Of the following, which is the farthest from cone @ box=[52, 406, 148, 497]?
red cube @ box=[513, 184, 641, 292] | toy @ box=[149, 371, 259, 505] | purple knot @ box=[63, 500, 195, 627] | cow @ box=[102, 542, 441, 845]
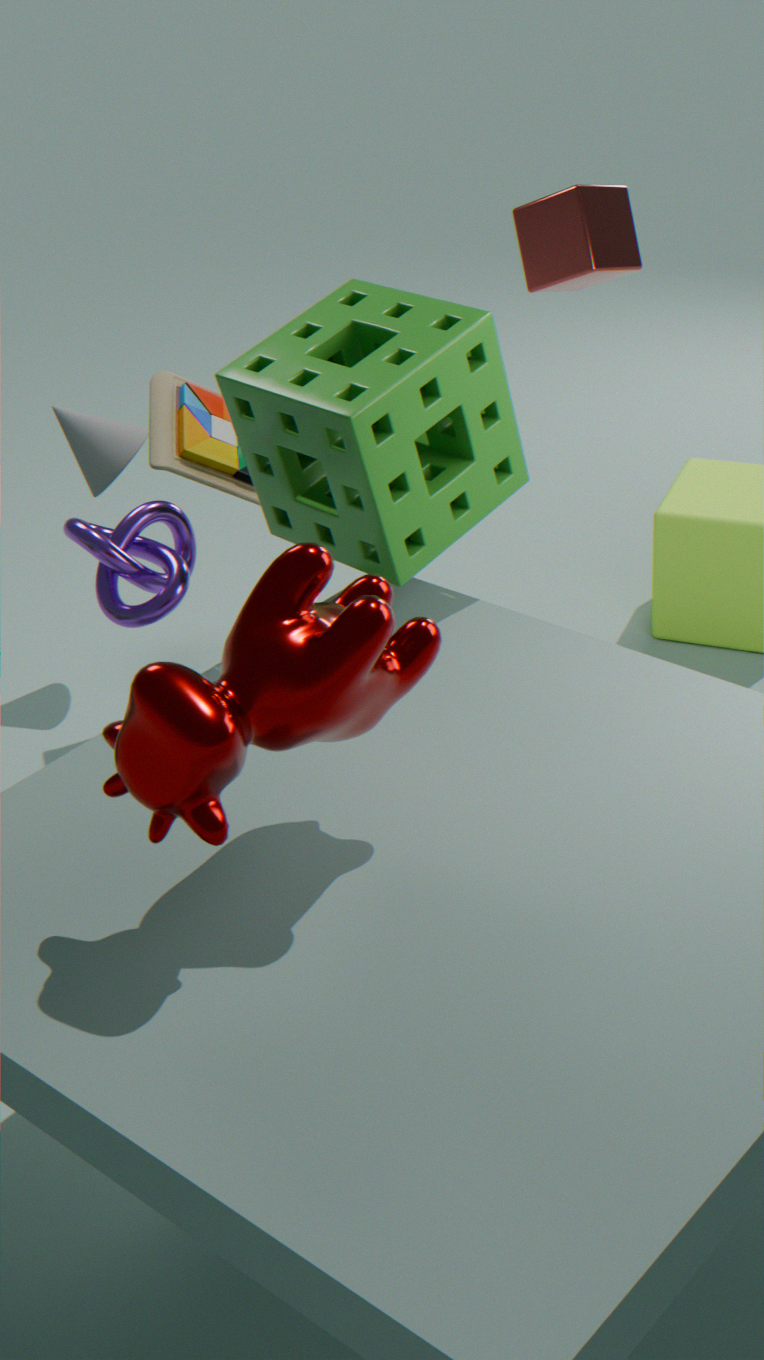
cow @ box=[102, 542, 441, 845]
